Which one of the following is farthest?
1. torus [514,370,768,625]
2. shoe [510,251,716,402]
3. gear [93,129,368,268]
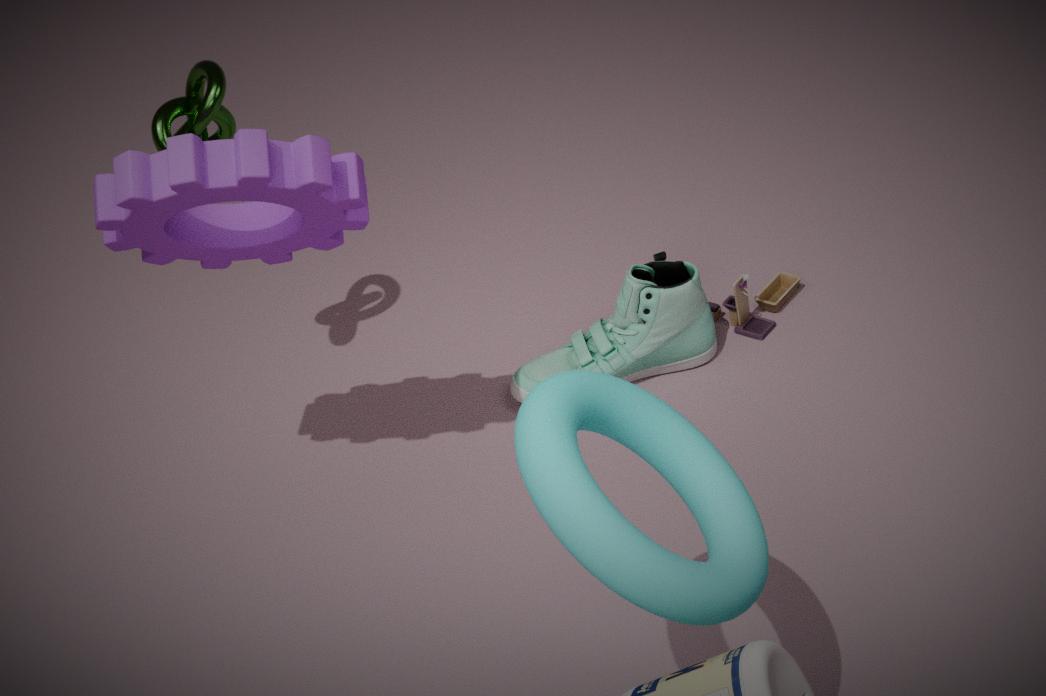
shoe [510,251,716,402]
